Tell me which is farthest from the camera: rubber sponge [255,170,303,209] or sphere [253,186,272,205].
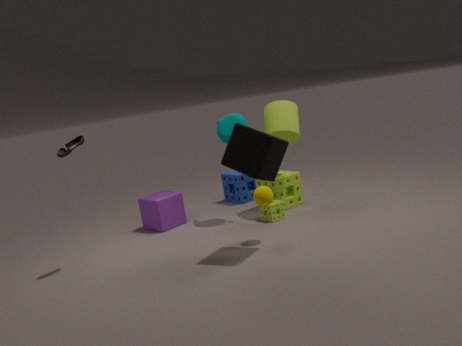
rubber sponge [255,170,303,209]
